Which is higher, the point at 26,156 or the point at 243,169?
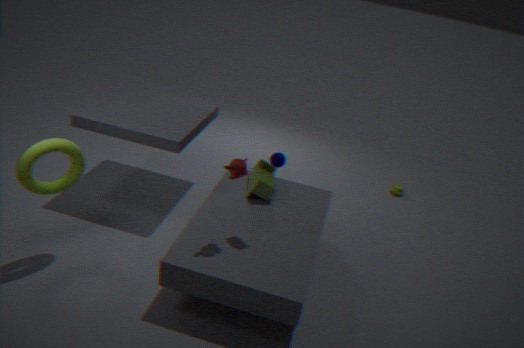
the point at 243,169
